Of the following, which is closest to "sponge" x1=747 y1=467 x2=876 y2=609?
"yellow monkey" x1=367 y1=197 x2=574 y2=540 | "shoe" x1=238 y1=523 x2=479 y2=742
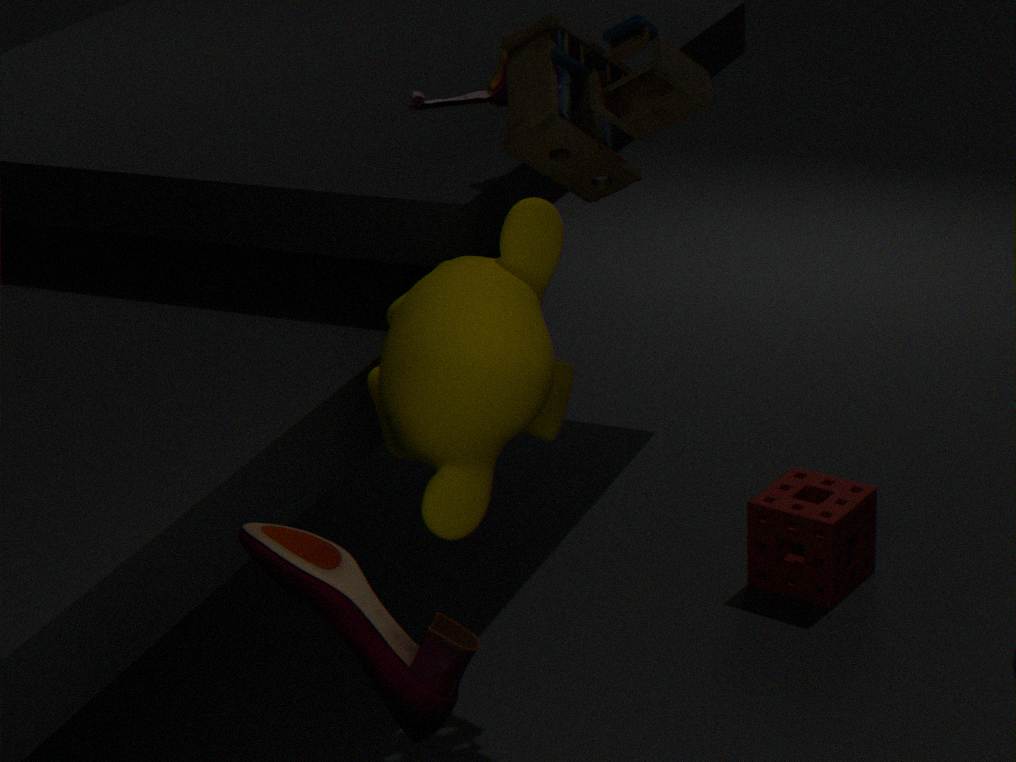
"yellow monkey" x1=367 y1=197 x2=574 y2=540
